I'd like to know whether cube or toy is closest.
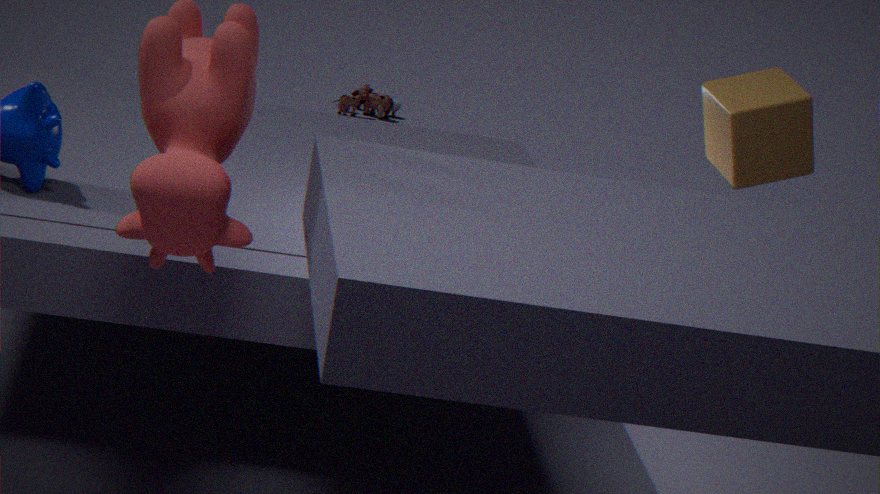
cube
